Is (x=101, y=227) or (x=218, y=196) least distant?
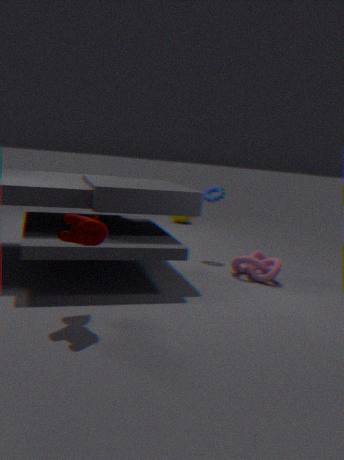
(x=101, y=227)
